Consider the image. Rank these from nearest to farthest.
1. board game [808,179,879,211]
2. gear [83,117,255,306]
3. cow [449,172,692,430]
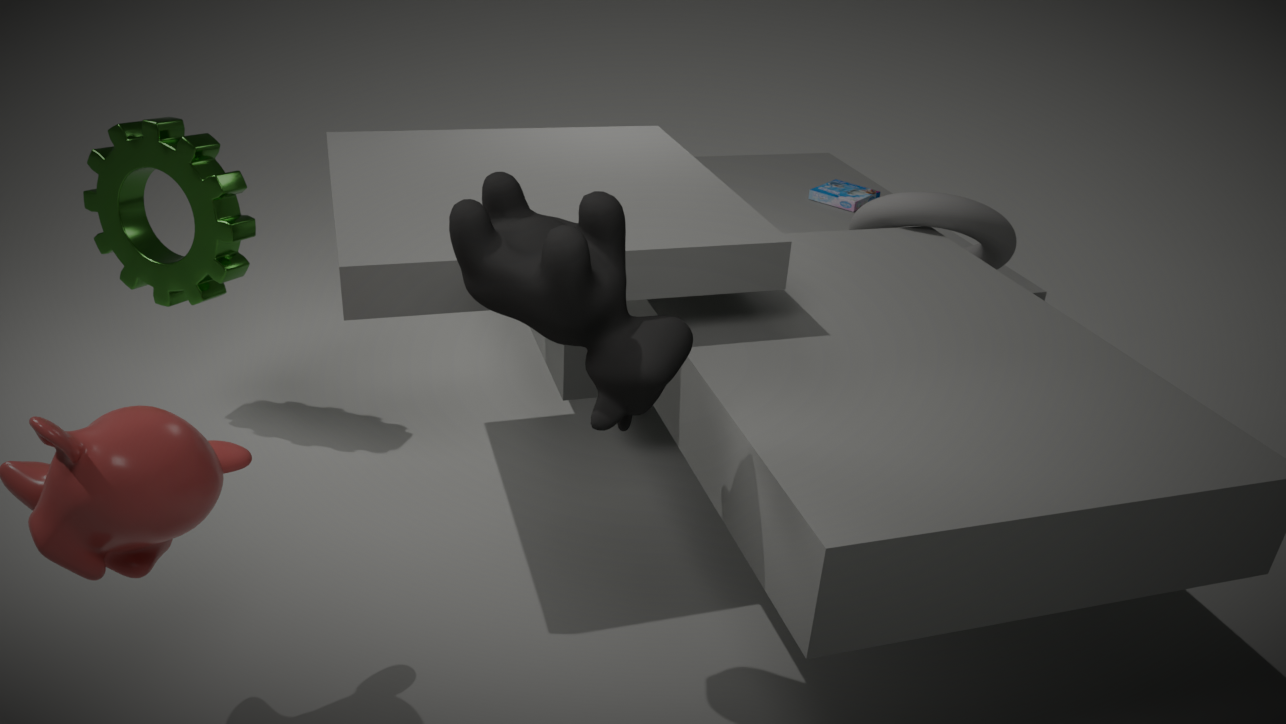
cow [449,172,692,430] < gear [83,117,255,306] < board game [808,179,879,211]
